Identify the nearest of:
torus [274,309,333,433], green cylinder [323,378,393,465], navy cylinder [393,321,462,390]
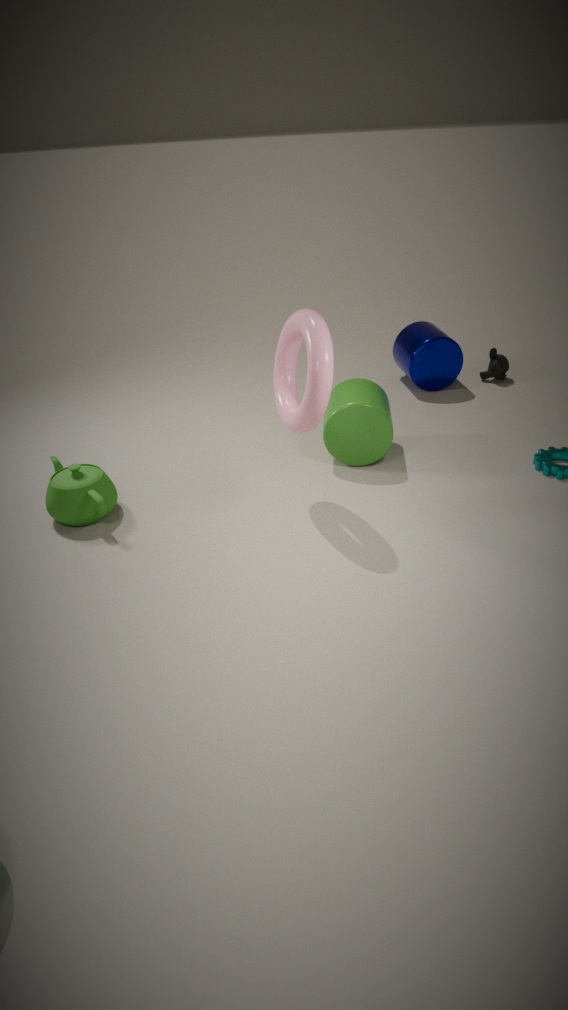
torus [274,309,333,433]
